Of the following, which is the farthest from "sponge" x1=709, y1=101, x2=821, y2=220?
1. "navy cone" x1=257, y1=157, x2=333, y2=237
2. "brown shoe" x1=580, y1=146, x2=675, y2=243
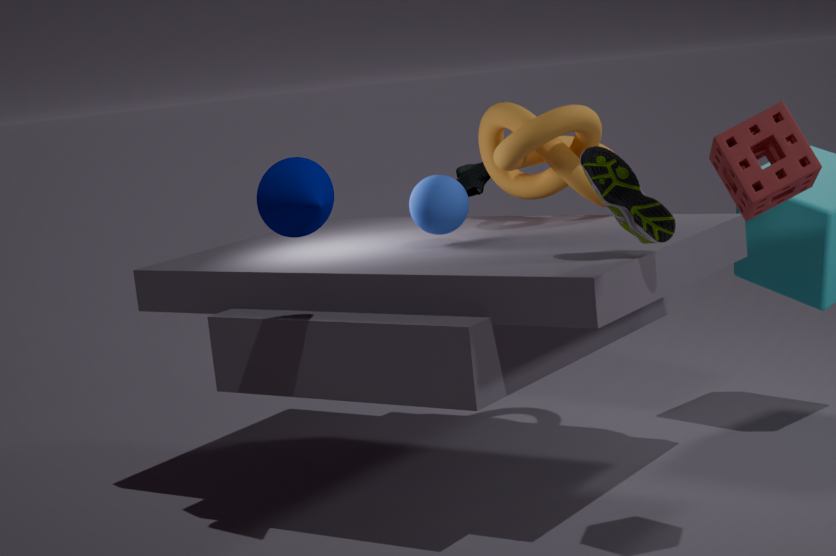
"navy cone" x1=257, y1=157, x2=333, y2=237
